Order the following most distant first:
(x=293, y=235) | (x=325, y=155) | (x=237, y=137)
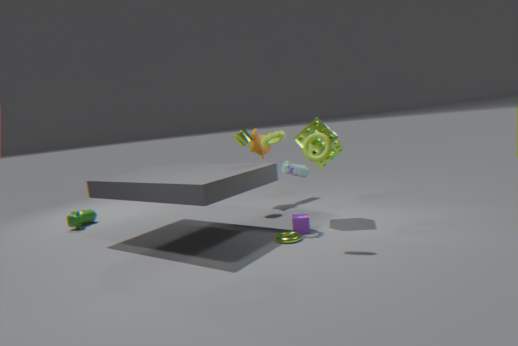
1. (x=237, y=137)
2. (x=293, y=235)
3. (x=325, y=155)
